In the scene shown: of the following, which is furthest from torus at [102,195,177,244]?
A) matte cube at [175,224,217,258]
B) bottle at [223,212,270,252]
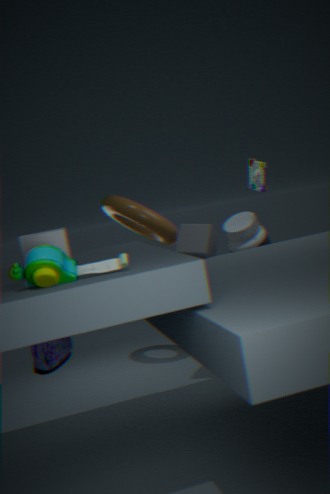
bottle at [223,212,270,252]
